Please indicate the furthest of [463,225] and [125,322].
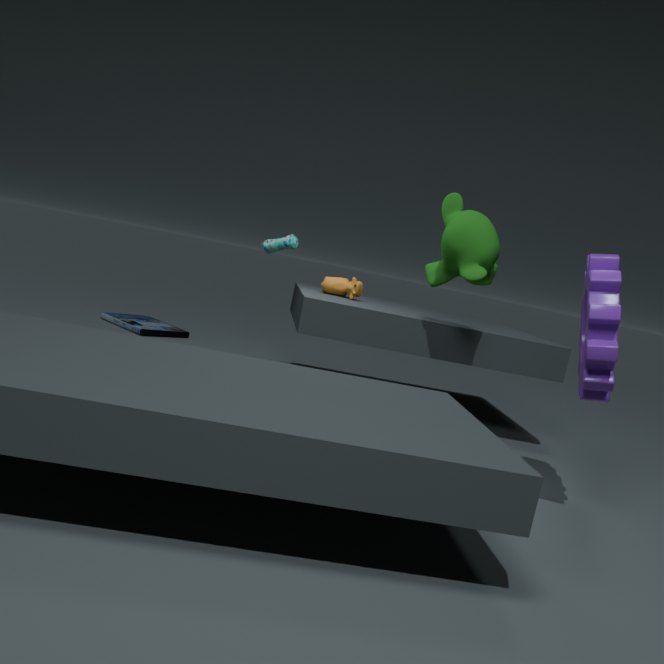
[125,322]
